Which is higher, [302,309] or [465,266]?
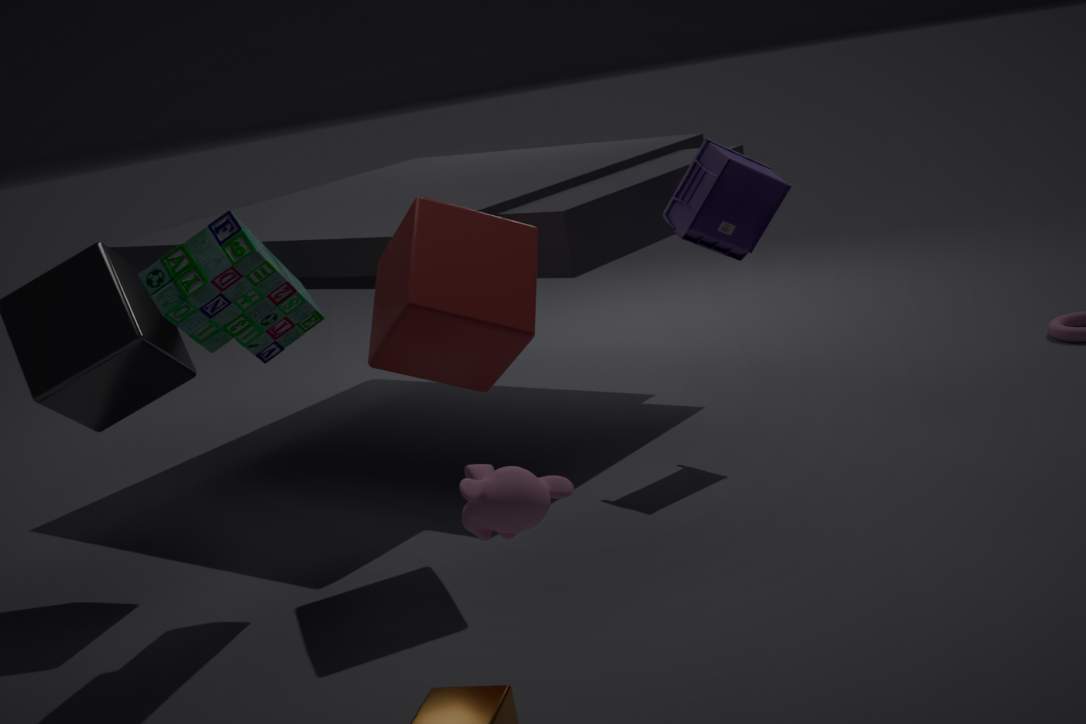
[302,309]
